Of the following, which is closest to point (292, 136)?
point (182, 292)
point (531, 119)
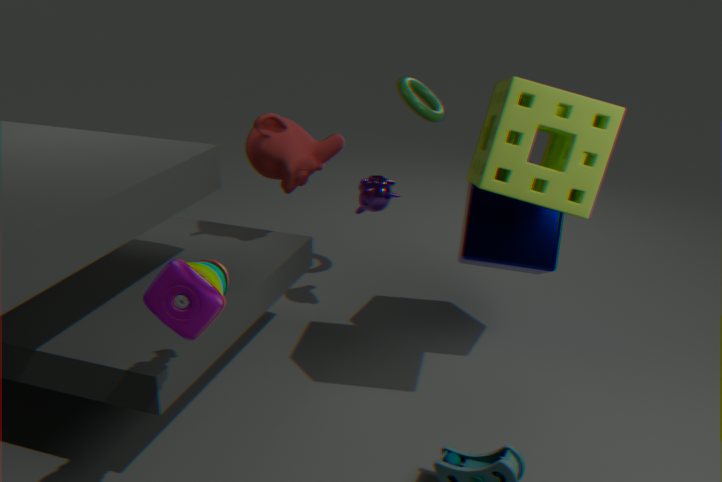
point (531, 119)
